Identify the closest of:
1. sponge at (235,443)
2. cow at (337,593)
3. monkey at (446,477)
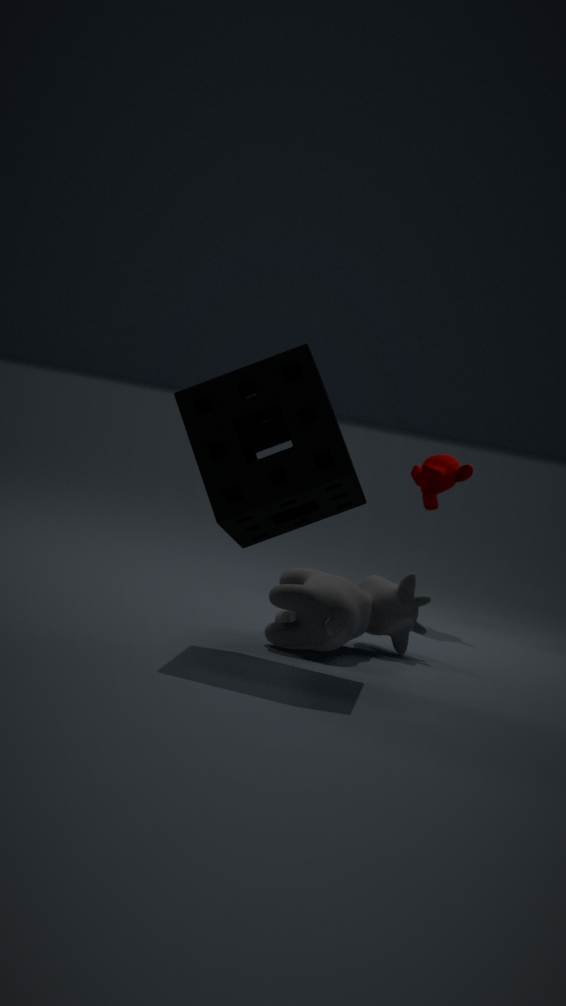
sponge at (235,443)
